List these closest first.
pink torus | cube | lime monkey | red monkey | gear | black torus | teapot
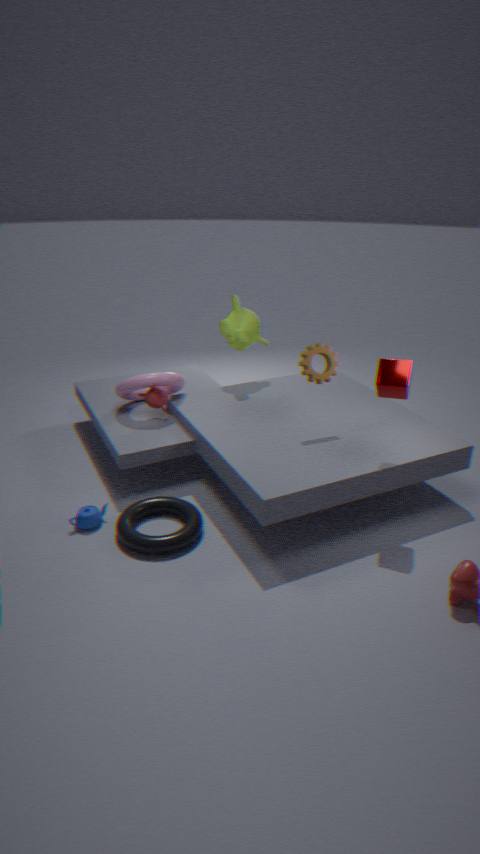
cube
black torus
teapot
gear
pink torus
red monkey
lime monkey
